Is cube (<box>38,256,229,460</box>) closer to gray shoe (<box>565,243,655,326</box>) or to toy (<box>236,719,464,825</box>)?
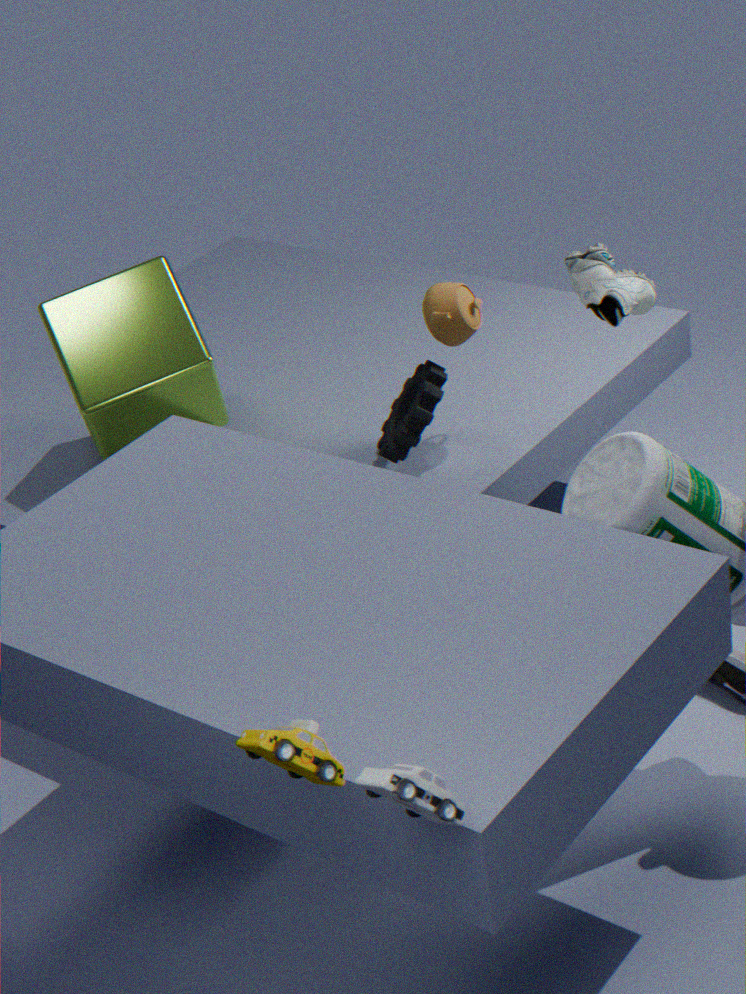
gray shoe (<box>565,243,655,326</box>)
